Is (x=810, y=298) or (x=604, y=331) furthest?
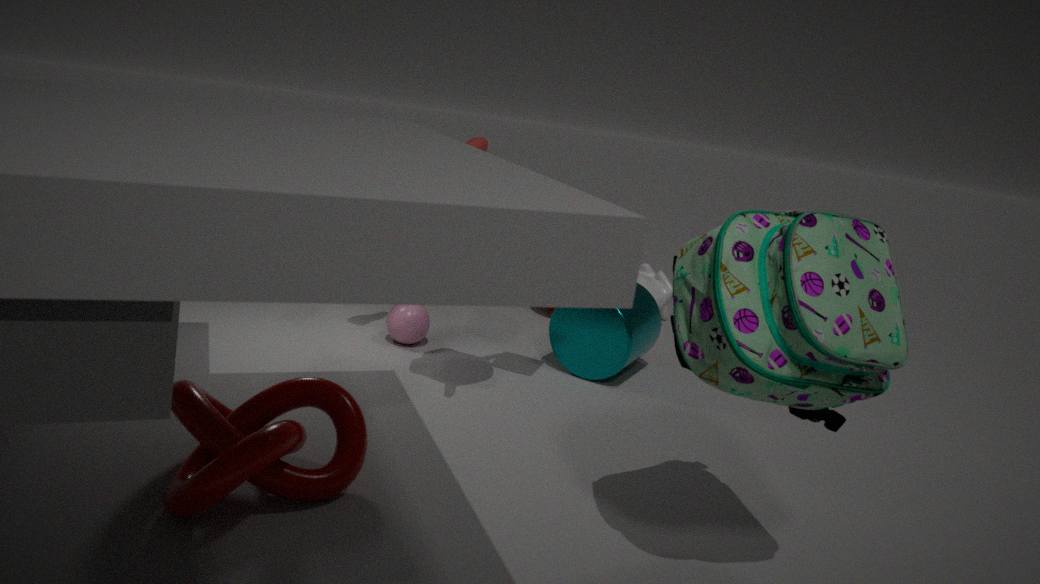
(x=604, y=331)
